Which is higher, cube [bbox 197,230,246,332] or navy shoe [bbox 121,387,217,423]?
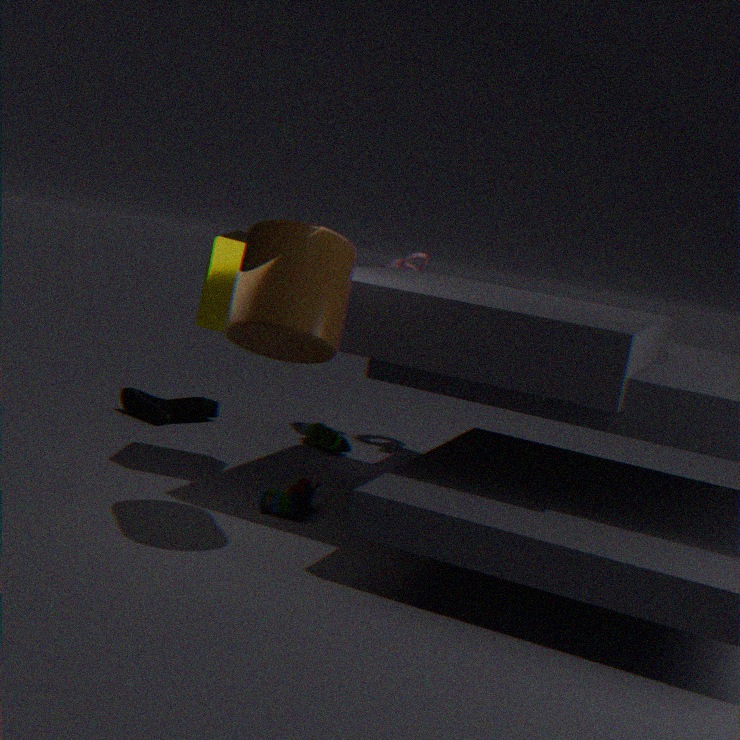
cube [bbox 197,230,246,332]
